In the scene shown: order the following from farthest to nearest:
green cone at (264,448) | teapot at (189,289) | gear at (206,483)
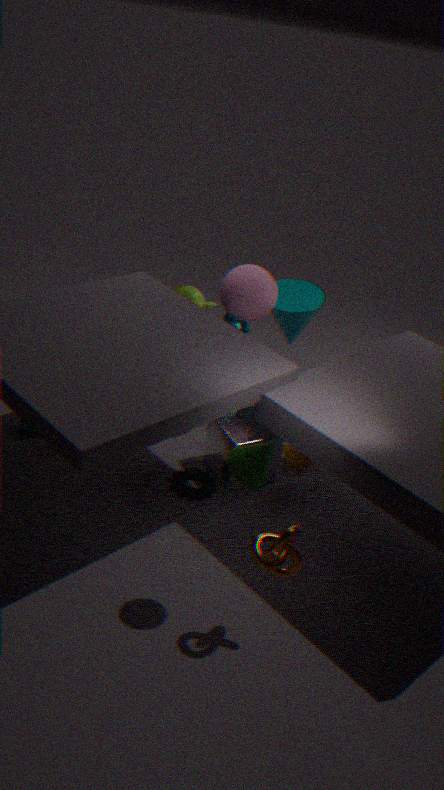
1. teapot at (189,289)
2. gear at (206,483)
3. green cone at (264,448)
